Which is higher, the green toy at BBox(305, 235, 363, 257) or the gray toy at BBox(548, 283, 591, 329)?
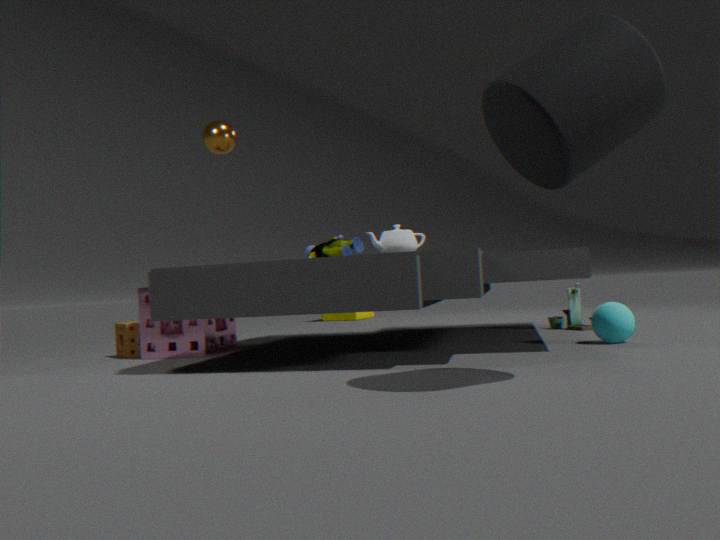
the green toy at BBox(305, 235, 363, 257)
